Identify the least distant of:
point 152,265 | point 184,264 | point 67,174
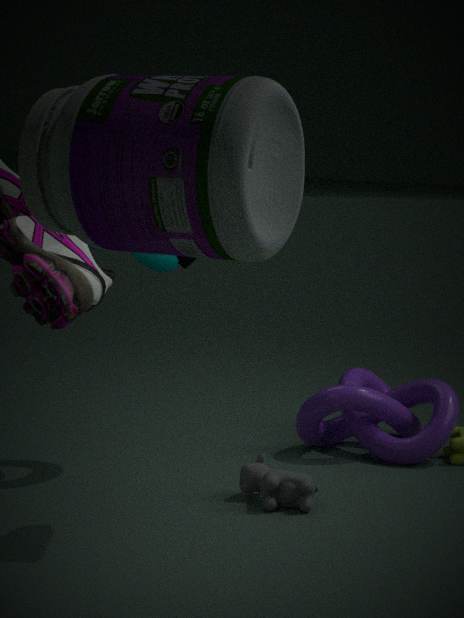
point 67,174
